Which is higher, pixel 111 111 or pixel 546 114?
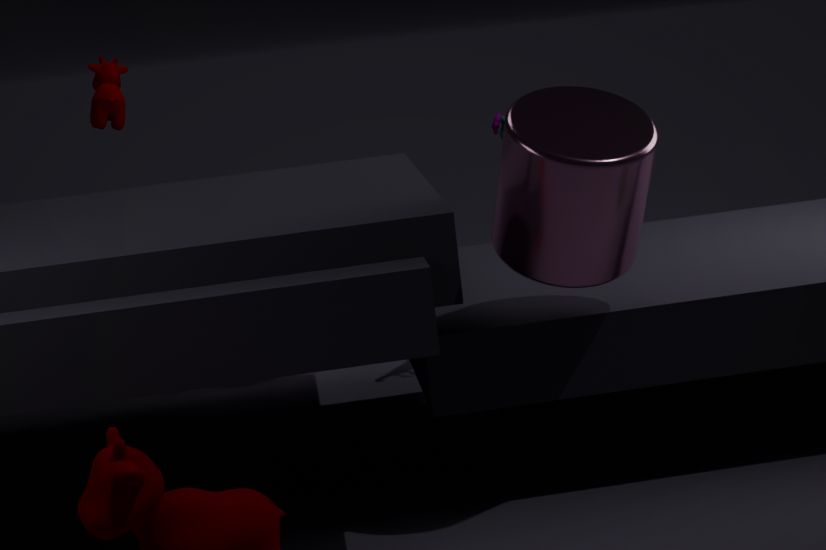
pixel 111 111
